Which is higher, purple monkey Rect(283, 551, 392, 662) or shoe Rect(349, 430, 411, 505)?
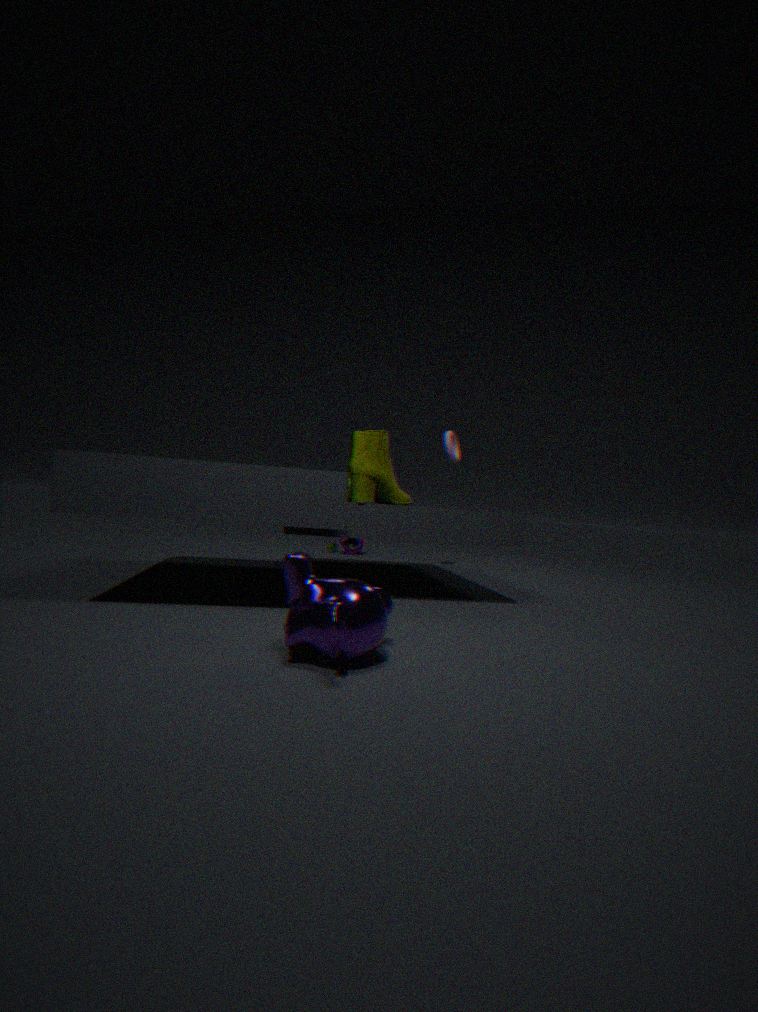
shoe Rect(349, 430, 411, 505)
